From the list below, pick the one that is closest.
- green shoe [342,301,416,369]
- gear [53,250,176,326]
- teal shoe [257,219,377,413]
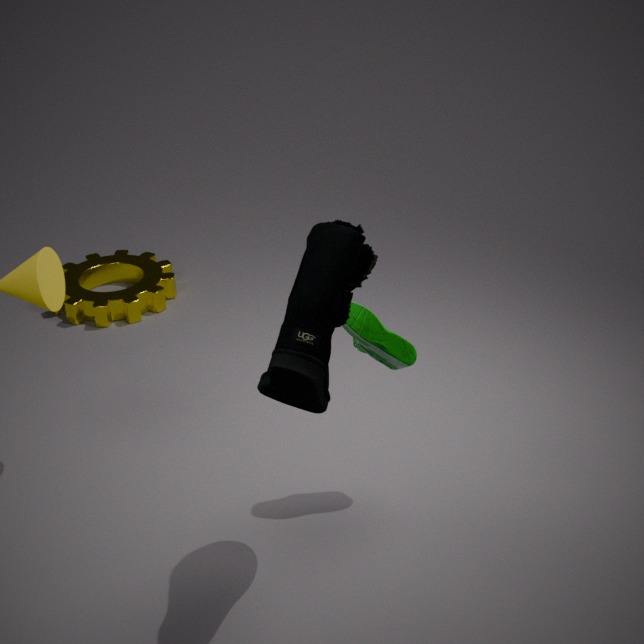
teal shoe [257,219,377,413]
